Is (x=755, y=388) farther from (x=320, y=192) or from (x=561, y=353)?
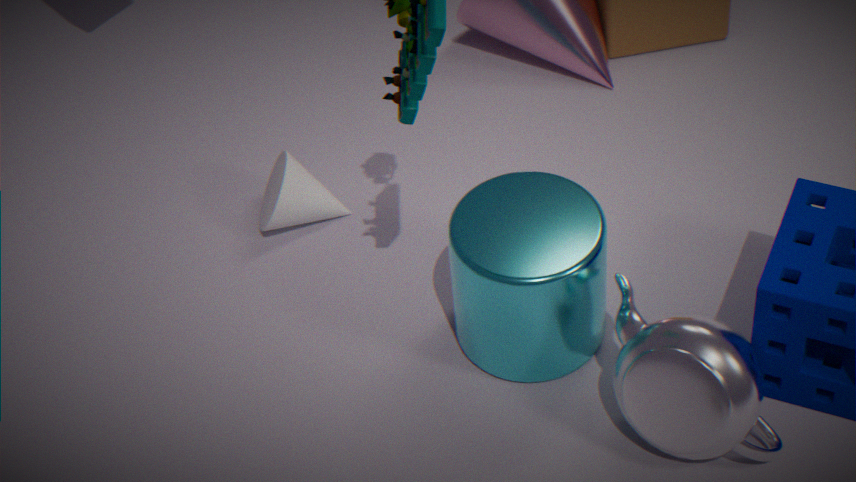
(x=320, y=192)
